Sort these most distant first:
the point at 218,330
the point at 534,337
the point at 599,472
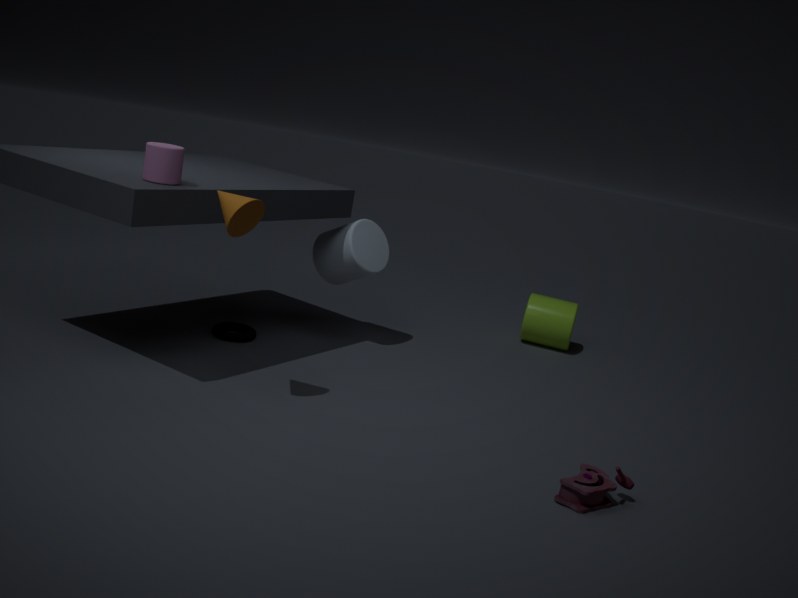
the point at 534,337 < the point at 218,330 < the point at 599,472
